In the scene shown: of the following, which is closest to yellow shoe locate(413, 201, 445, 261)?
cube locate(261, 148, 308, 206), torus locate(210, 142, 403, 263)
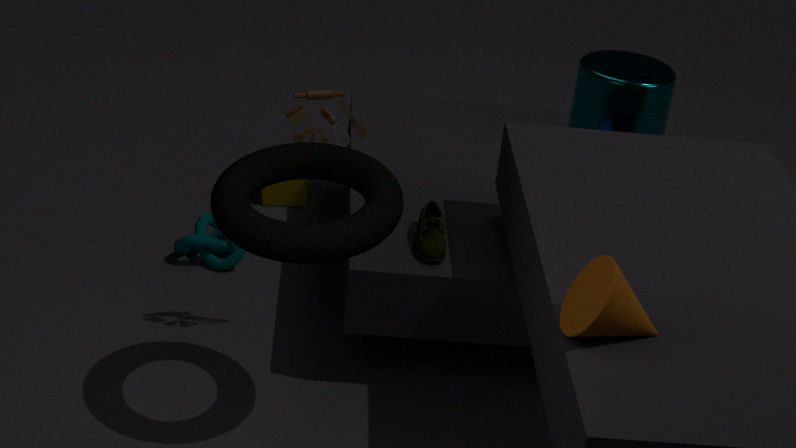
torus locate(210, 142, 403, 263)
